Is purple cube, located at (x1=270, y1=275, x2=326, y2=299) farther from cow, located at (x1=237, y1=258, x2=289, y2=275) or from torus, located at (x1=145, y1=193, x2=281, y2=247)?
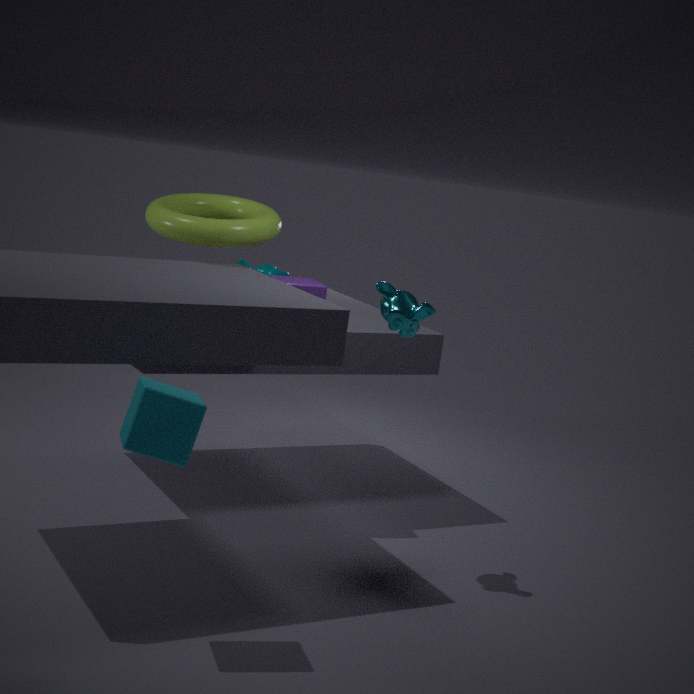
cow, located at (x1=237, y1=258, x2=289, y2=275)
